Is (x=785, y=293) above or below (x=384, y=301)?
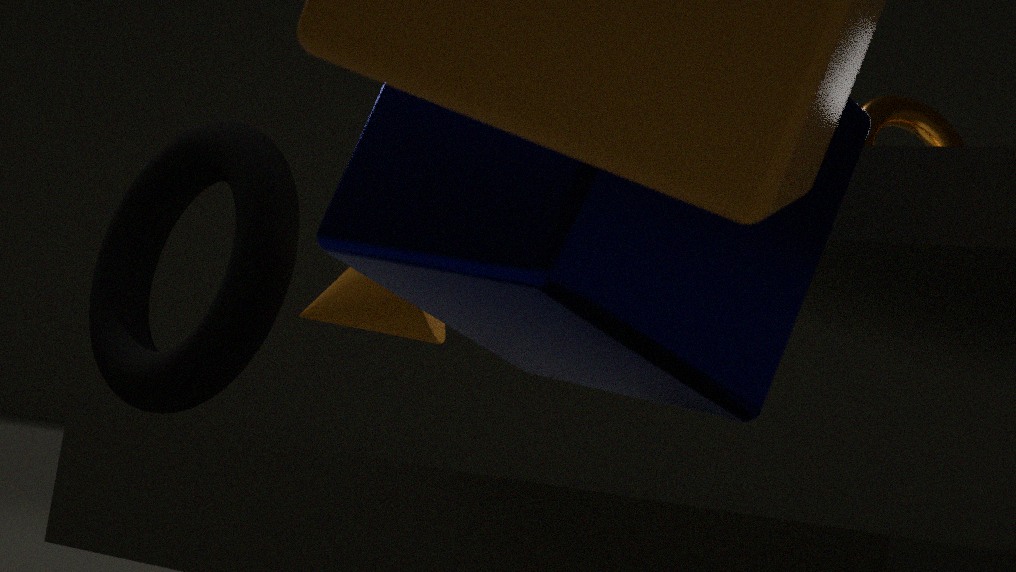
above
